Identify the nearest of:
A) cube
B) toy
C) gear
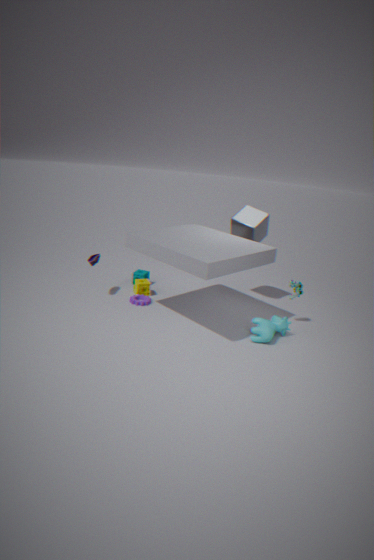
toy
